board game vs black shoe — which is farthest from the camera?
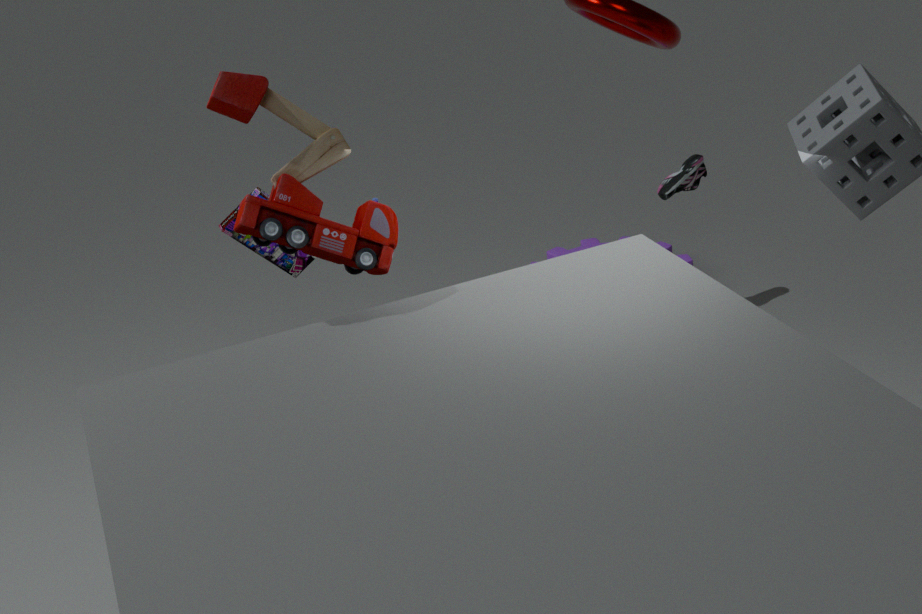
black shoe
